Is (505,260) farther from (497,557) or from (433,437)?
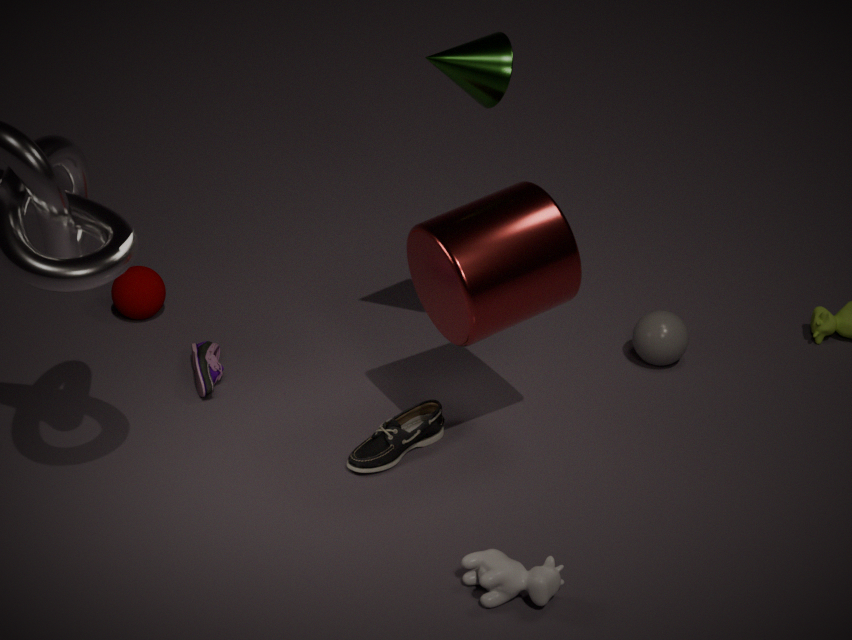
(497,557)
